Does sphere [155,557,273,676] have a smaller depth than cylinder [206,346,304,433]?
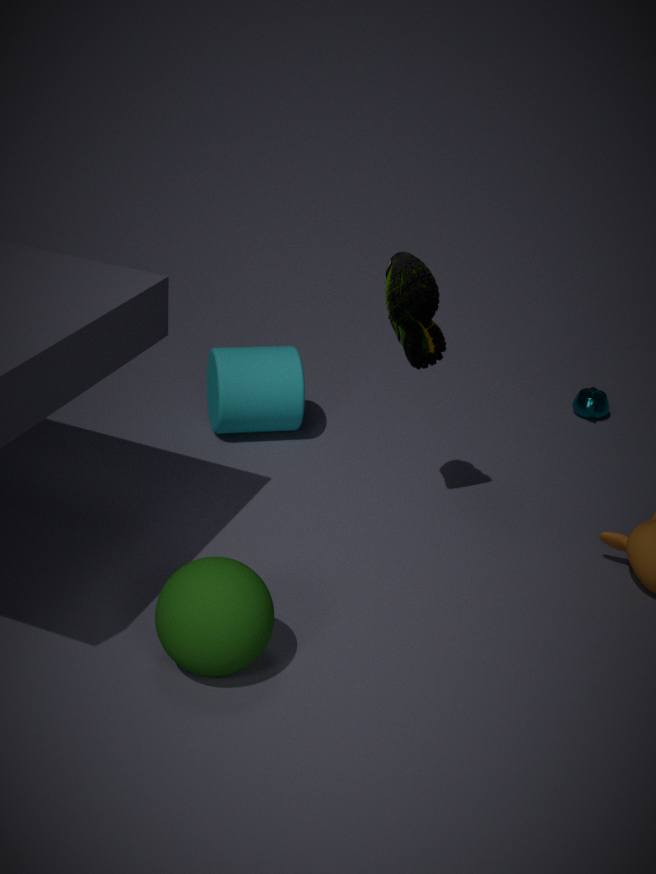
Yes
